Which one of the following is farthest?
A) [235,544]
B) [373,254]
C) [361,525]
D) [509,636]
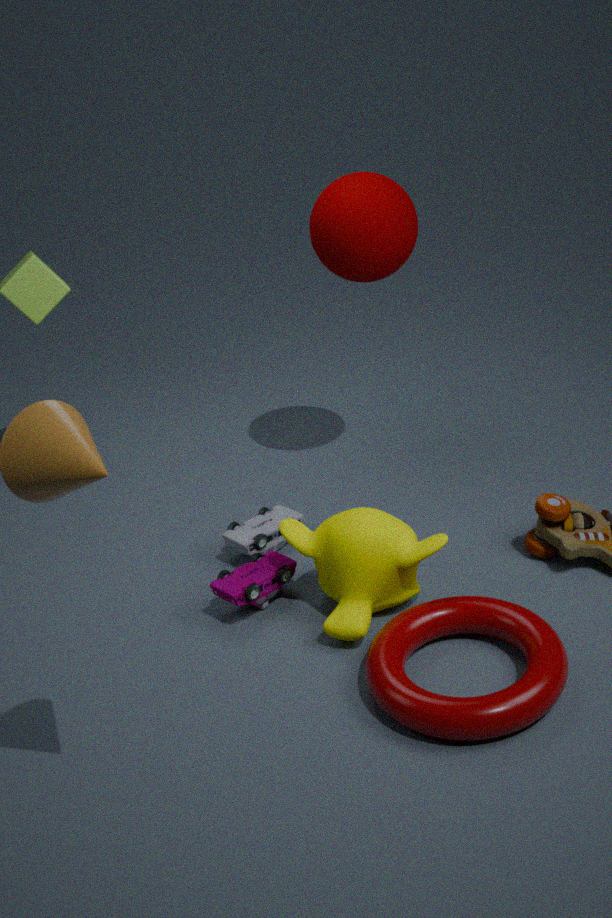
[373,254]
